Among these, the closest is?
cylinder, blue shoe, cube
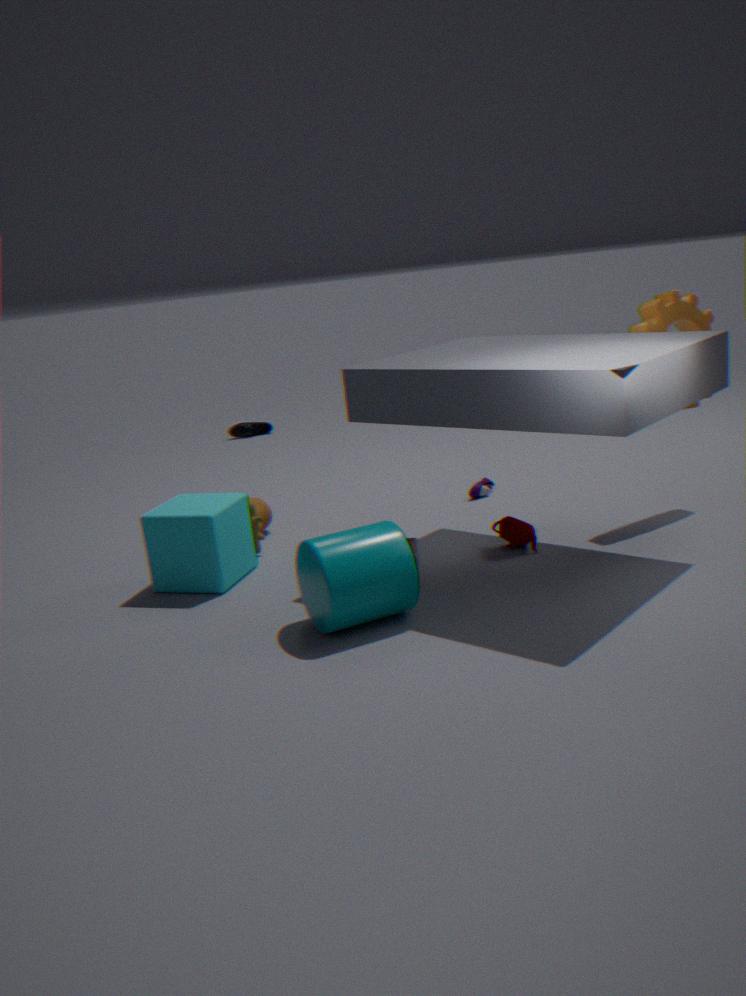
cylinder
